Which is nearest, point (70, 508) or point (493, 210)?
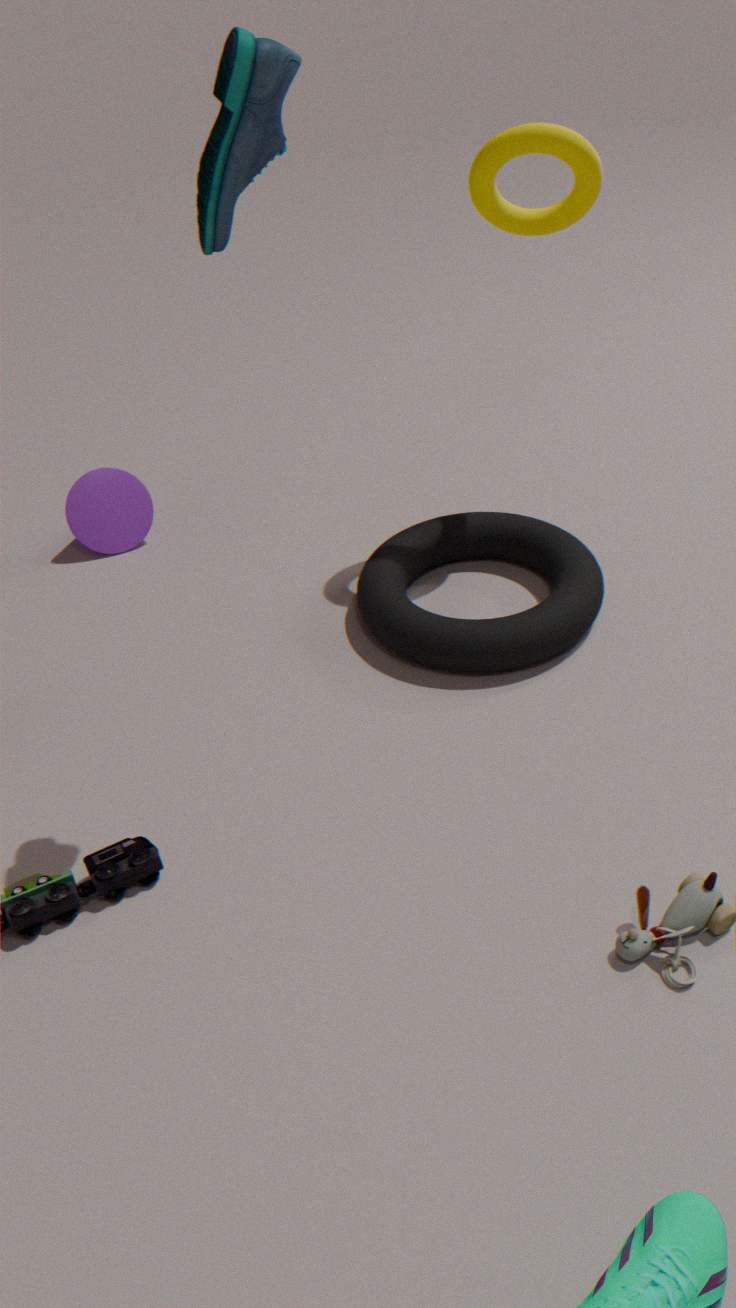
point (493, 210)
